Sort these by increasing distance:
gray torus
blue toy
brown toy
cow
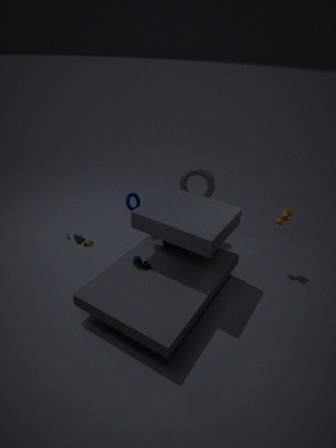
brown toy
blue toy
cow
gray torus
